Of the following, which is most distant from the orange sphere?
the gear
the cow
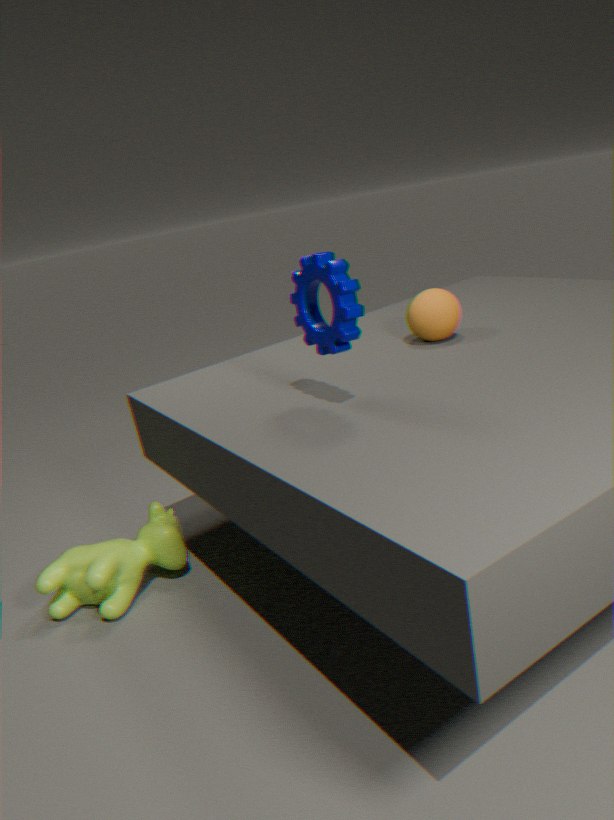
the cow
